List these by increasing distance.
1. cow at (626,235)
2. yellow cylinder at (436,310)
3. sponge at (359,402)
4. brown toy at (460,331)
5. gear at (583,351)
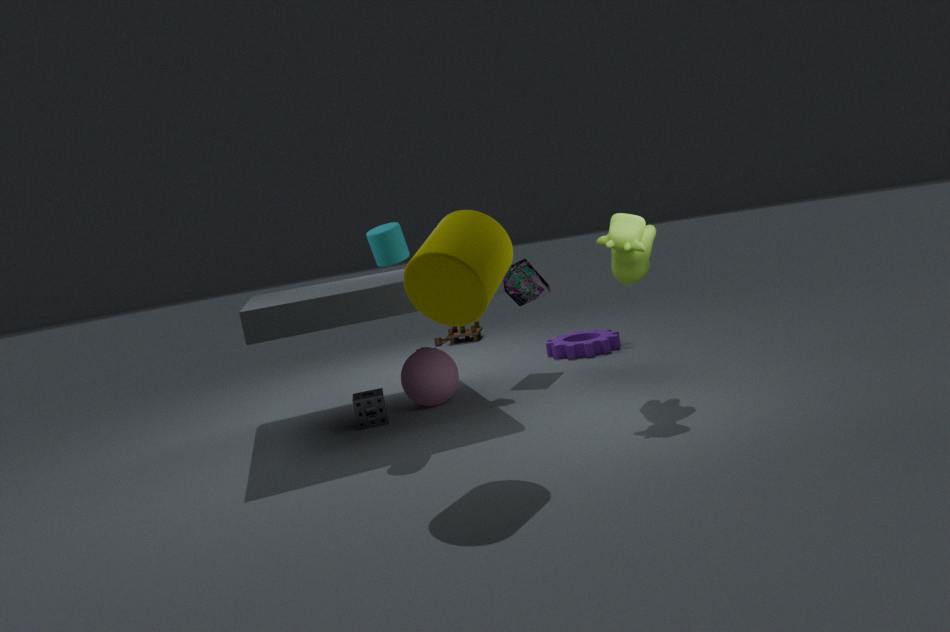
1. yellow cylinder at (436,310)
2. cow at (626,235)
3. sponge at (359,402)
4. gear at (583,351)
5. brown toy at (460,331)
